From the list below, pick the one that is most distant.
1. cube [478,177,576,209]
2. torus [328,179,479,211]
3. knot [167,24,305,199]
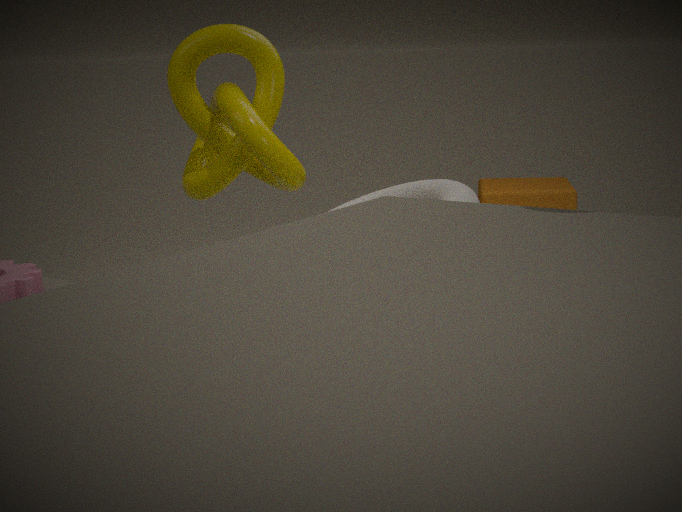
cube [478,177,576,209]
